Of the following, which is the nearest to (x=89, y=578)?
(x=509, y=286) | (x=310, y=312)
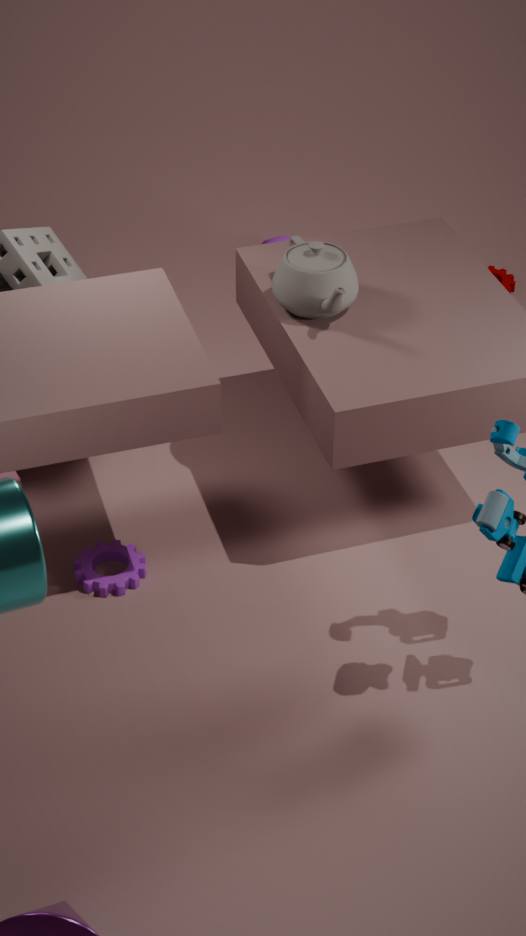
(x=310, y=312)
